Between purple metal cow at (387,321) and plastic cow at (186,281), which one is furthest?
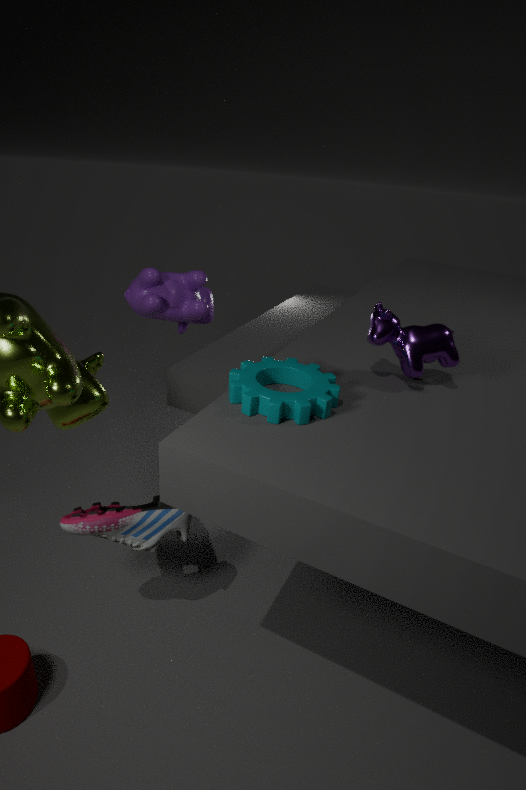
plastic cow at (186,281)
